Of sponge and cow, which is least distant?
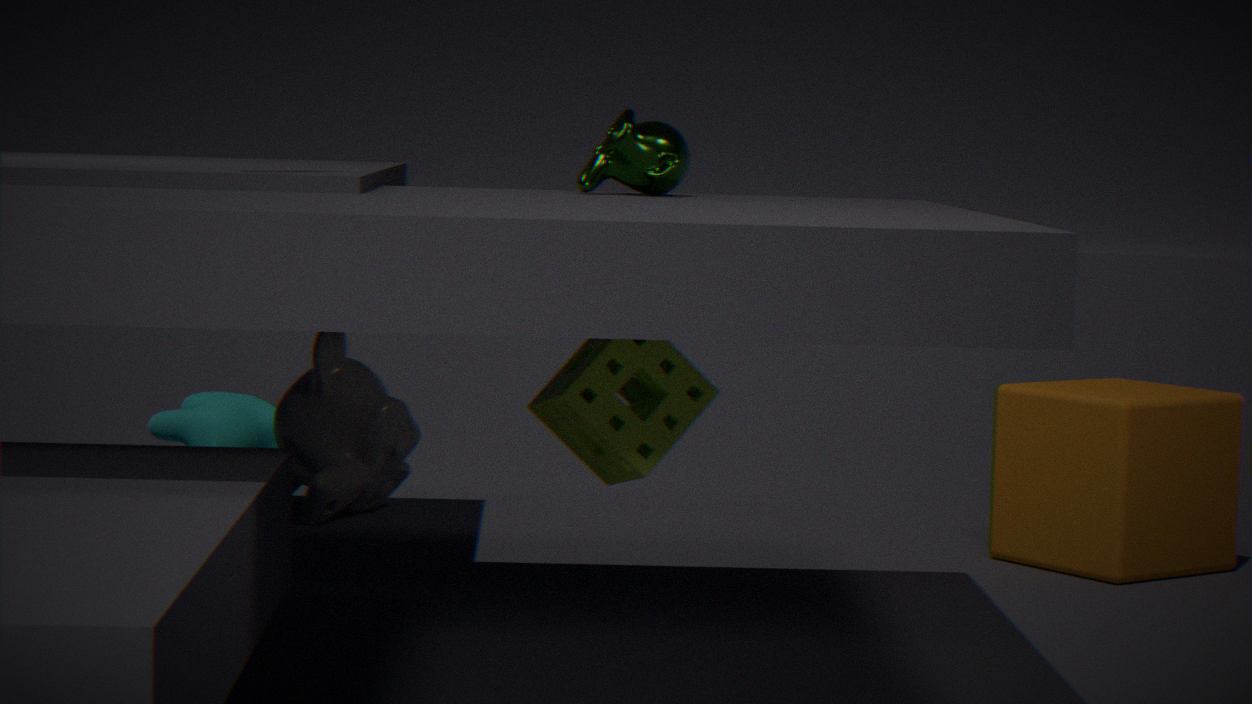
sponge
